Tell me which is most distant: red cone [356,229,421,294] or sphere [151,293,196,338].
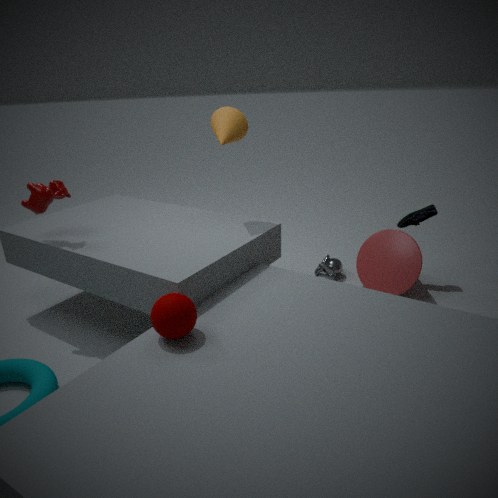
red cone [356,229,421,294]
